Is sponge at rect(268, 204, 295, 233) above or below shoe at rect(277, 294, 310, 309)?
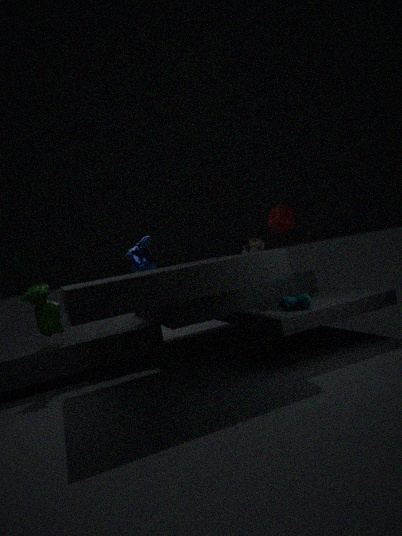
above
